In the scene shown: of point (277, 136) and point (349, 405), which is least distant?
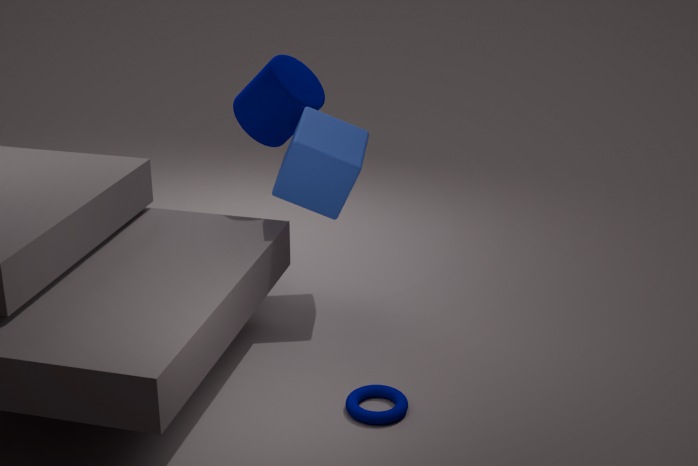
point (349, 405)
